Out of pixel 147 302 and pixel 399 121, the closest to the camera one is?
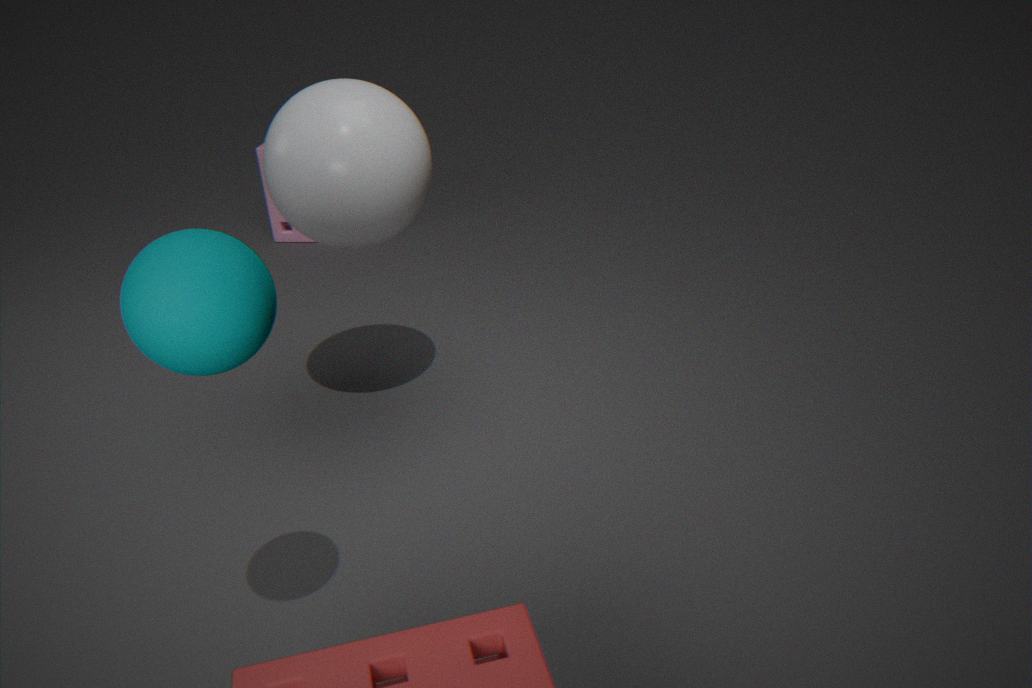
pixel 147 302
